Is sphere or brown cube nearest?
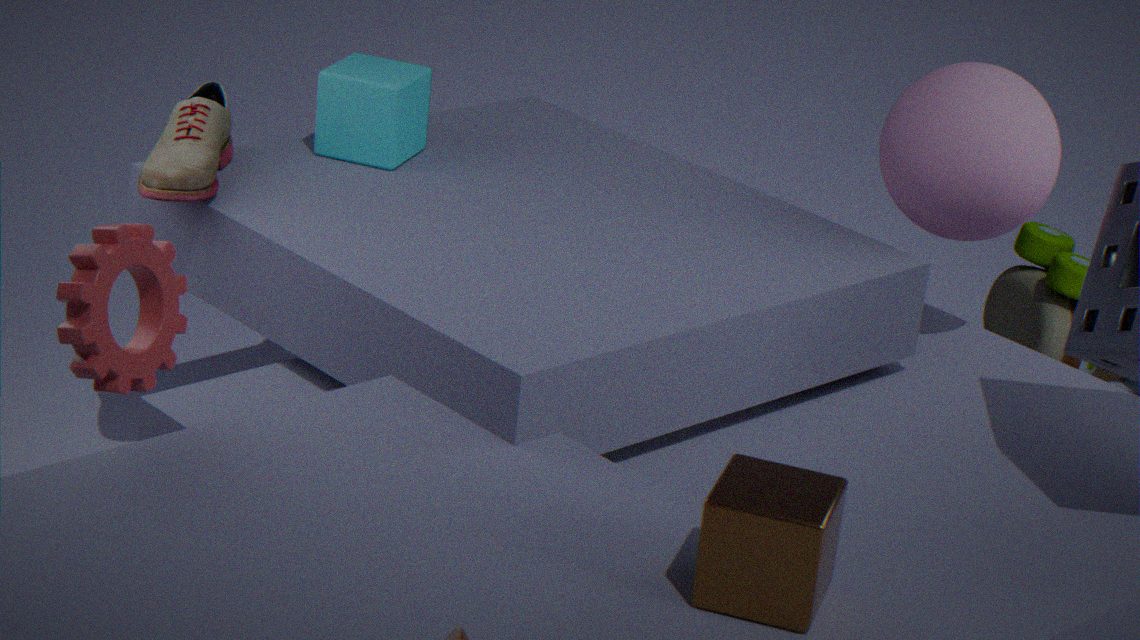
brown cube
